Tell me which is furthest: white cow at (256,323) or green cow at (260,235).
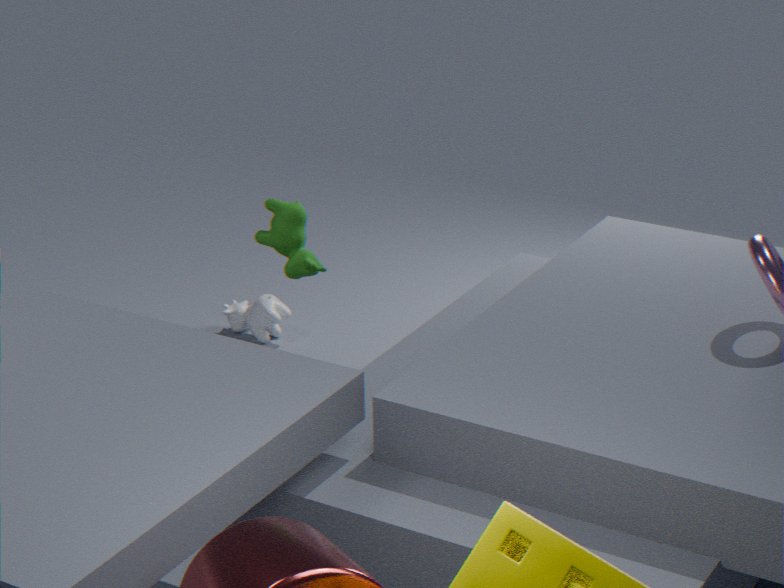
white cow at (256,323)
